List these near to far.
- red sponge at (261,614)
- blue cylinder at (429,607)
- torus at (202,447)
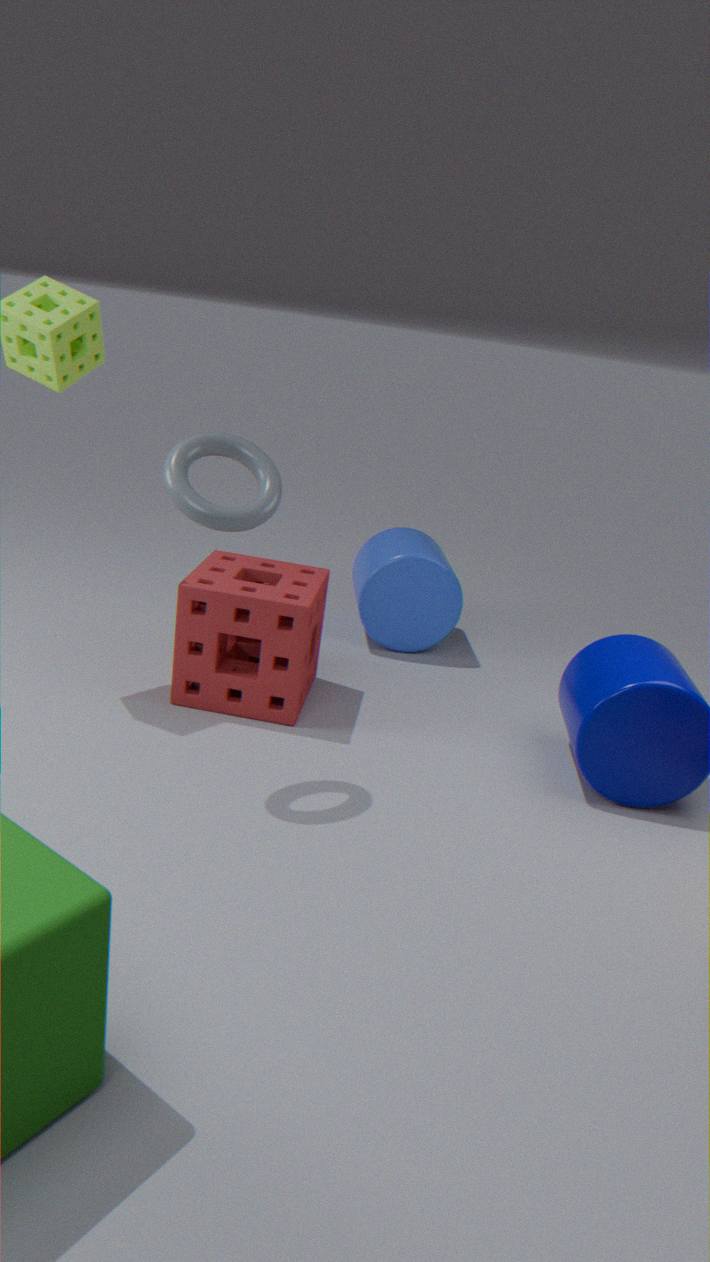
torus at (202,447), red sponge at (261,614), blue cylinder at (429,607)
